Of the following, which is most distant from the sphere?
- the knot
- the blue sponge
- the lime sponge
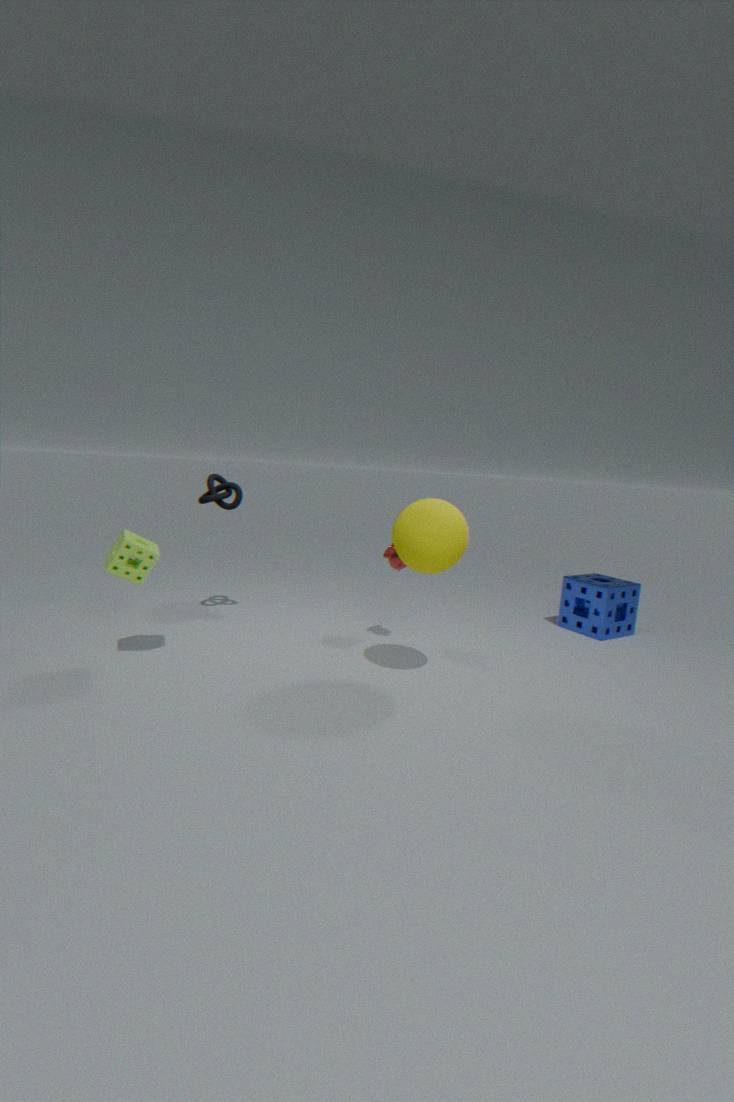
the blue sponge
